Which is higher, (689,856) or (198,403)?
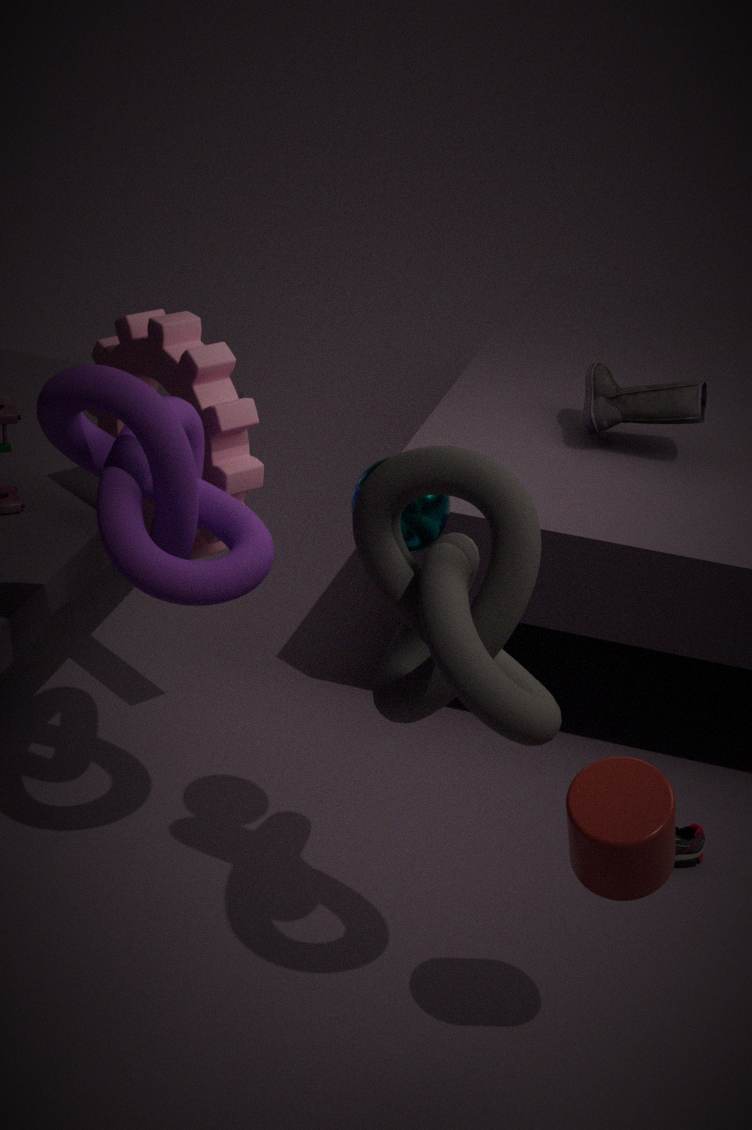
(198,403)
